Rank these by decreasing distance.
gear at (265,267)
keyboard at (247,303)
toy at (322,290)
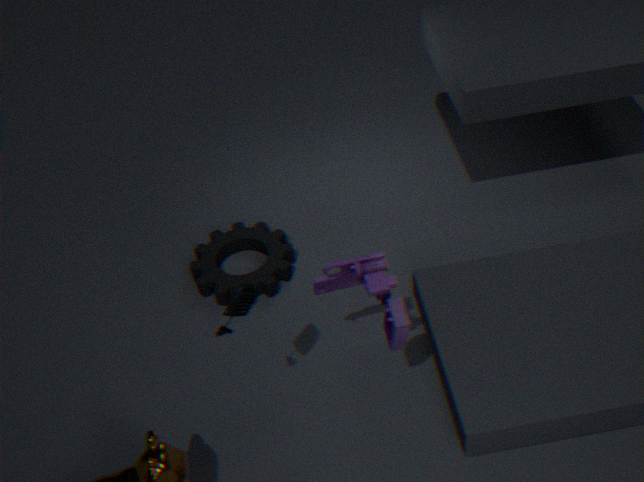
gear at (265,267) → toy at (322,290) → keyboard at (247,303)
